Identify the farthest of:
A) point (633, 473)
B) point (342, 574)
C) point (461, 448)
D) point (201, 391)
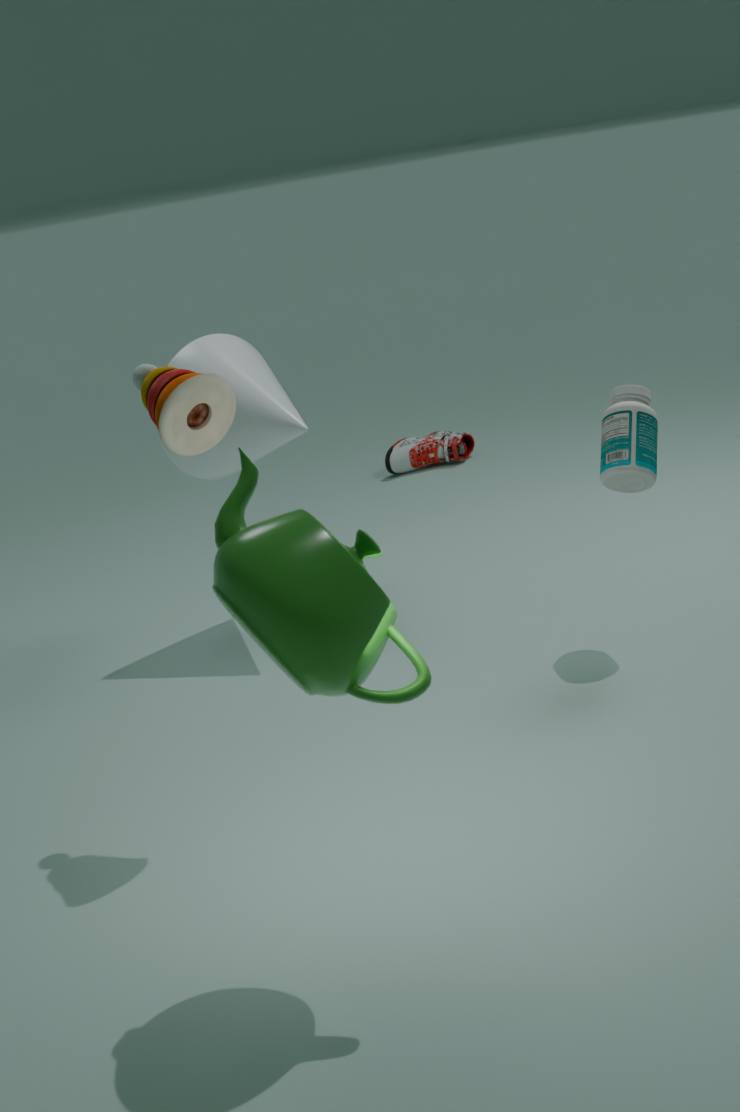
point (461, 448)
